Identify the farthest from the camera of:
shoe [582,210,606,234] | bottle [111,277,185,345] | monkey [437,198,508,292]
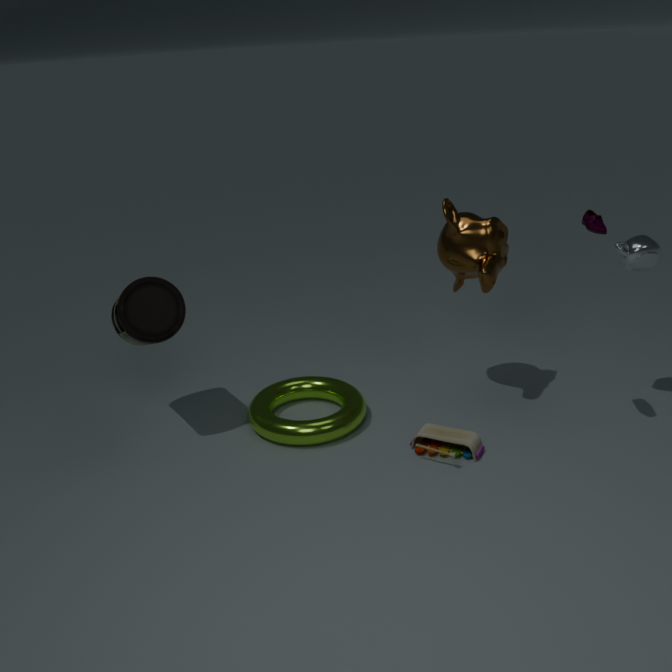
monkey [437,198,508,292]
